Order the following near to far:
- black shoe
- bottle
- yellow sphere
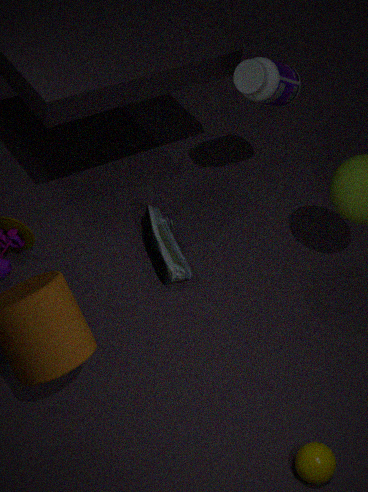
1. yellow sphere
2. bottle
3. black shoe
